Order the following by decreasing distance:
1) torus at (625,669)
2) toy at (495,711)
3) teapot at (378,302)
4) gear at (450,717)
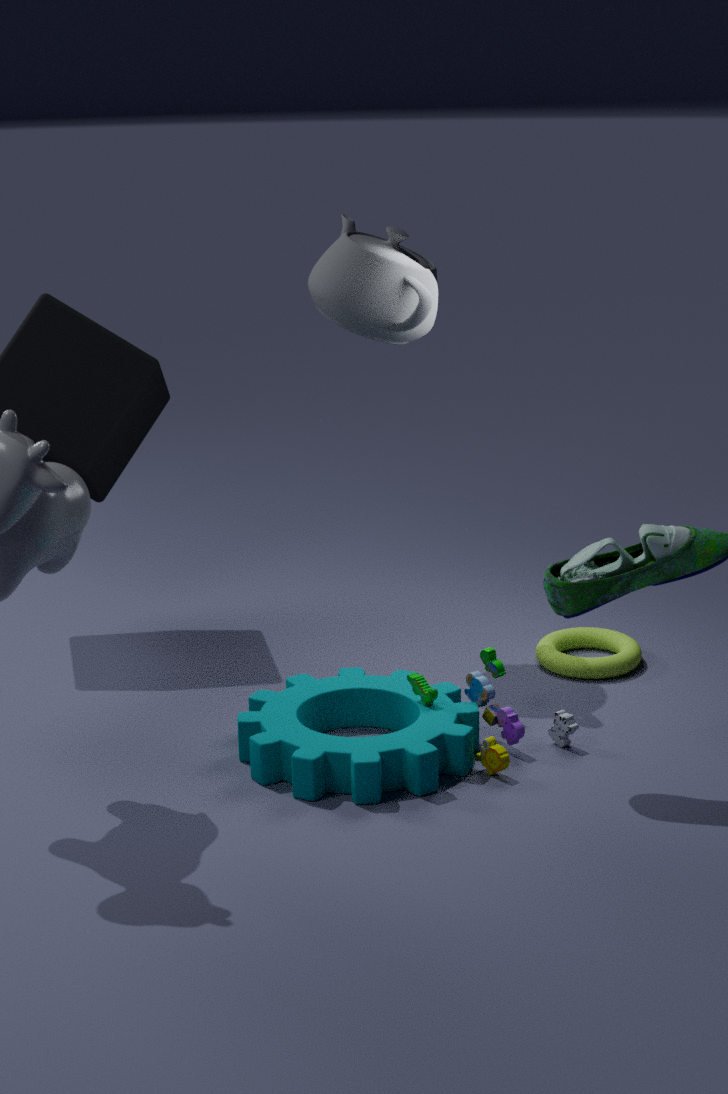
1. torus at (625,669) < 3. teapot at (378,302) < 2. toy at (495,711) < 4. gear at (450,717)
